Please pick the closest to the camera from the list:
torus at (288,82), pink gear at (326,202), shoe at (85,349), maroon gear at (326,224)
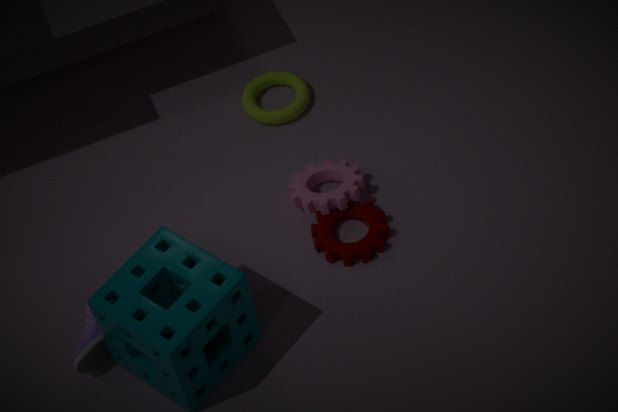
shoe at (85,349)
